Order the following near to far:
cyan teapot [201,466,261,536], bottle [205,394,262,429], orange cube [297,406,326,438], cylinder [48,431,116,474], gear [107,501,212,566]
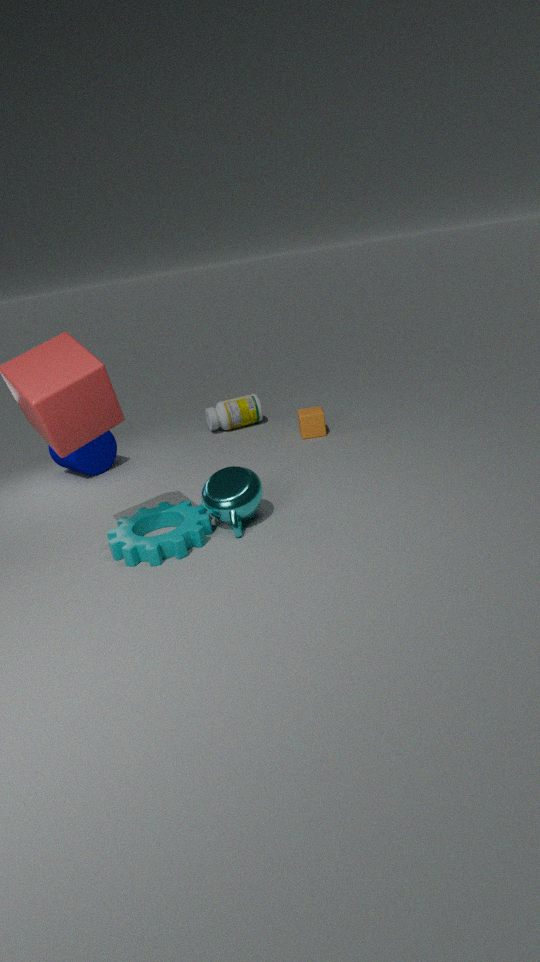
gear [107,501,212,566]
cyan teapot [201,466,261,536]
cylinder [48,431,116,474]
orange cube [297,406,326,438]
bottle [205,394,262,429]
